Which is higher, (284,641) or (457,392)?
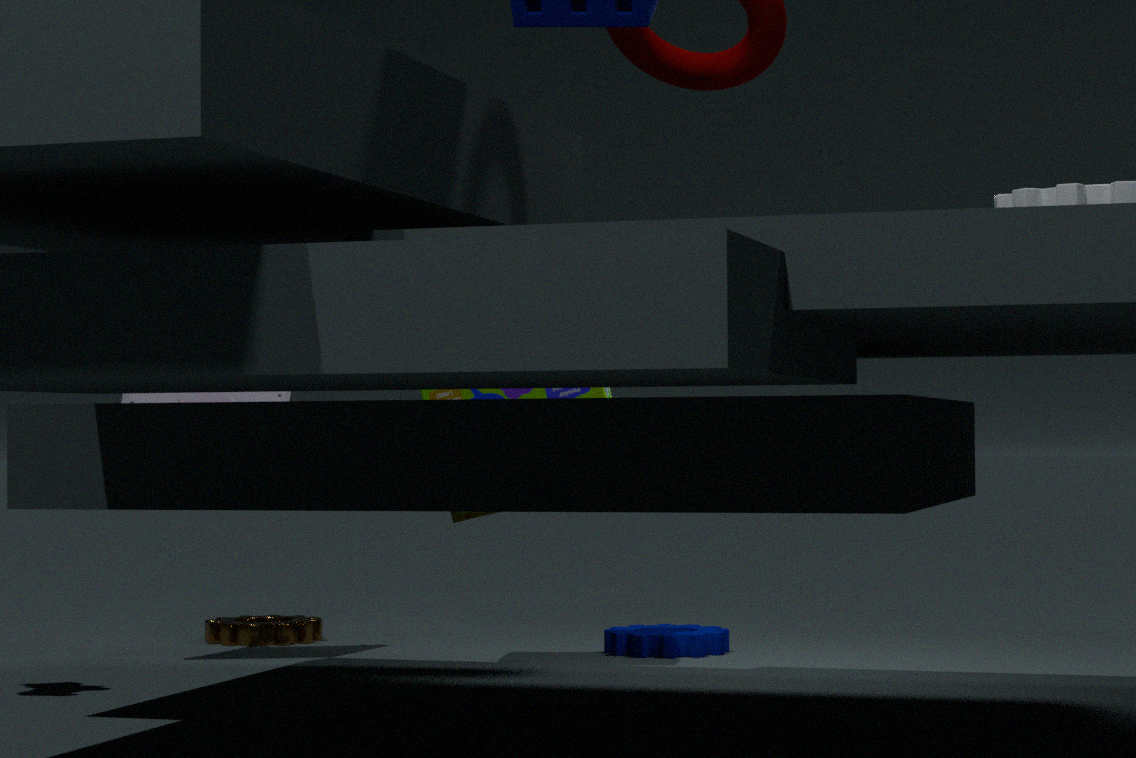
(457,392)
